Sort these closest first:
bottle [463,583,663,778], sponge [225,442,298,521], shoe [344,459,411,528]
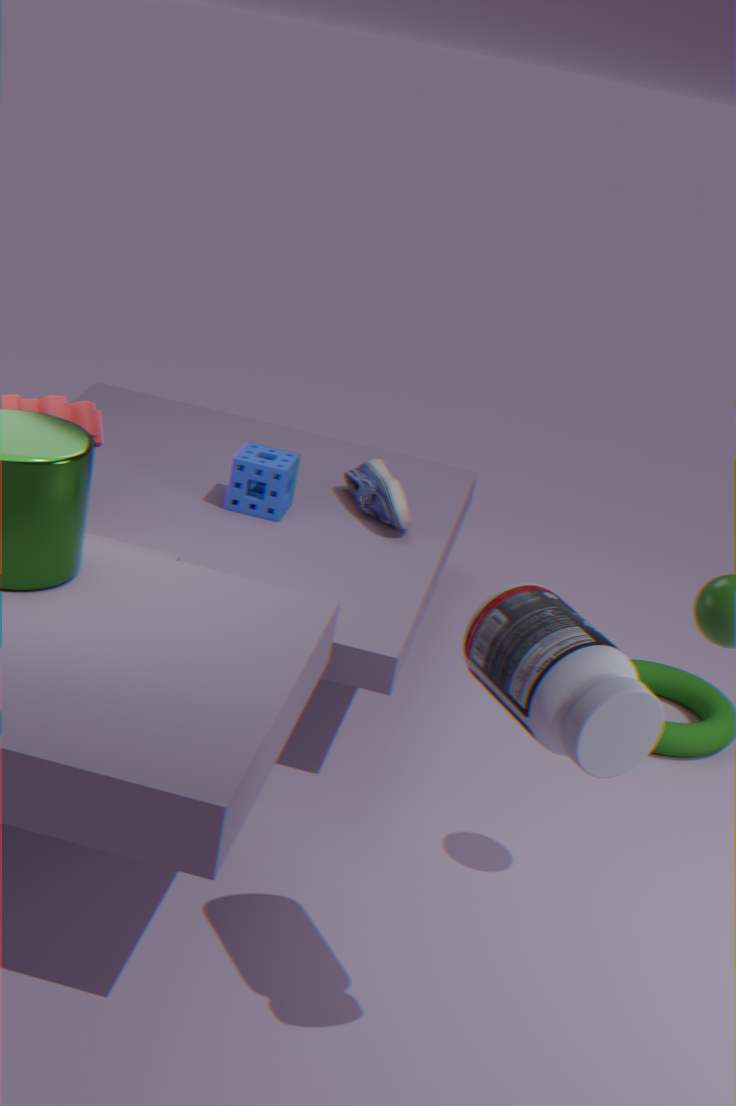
bottle [463,583,663,778], sponge [225,442,298,521], shoe [344,459,411,528]
